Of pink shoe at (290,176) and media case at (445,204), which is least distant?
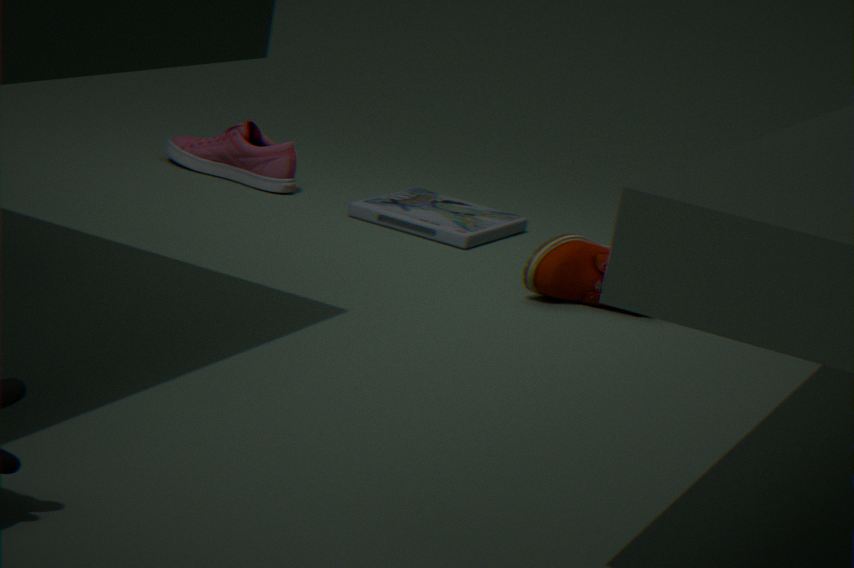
media case at (445,204)
